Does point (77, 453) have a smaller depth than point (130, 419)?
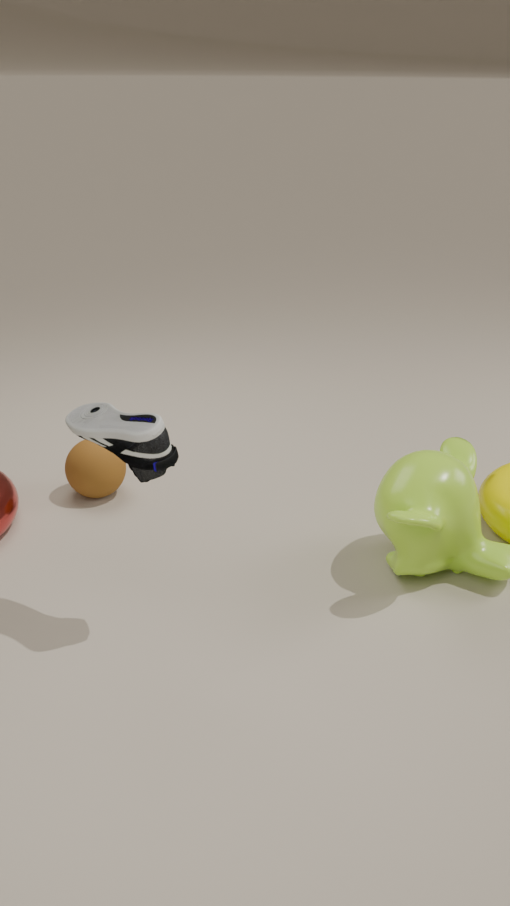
No
